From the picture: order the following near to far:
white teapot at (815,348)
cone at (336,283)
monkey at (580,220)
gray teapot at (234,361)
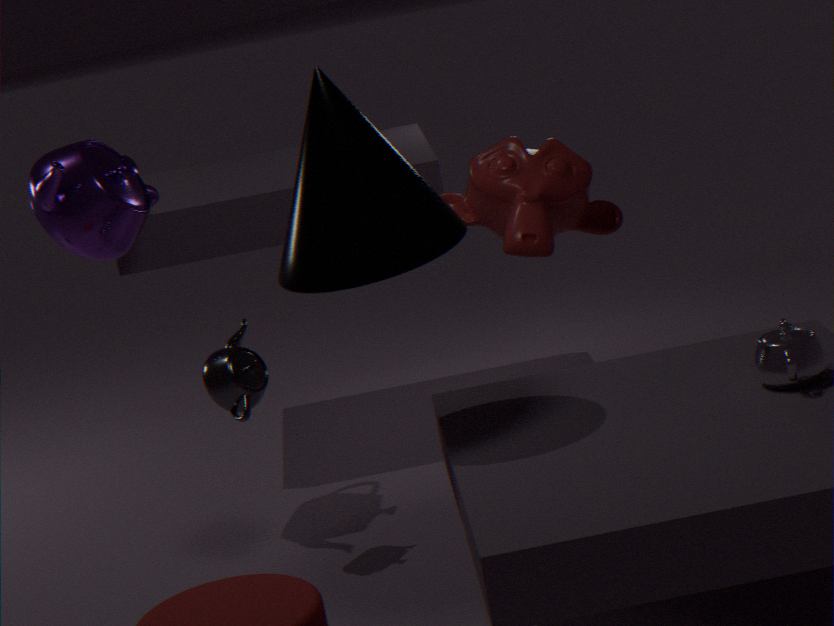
cone at (336,283) < white teapot at (815,348) < gray teapot at (234,361) < monkey at (580,220)
